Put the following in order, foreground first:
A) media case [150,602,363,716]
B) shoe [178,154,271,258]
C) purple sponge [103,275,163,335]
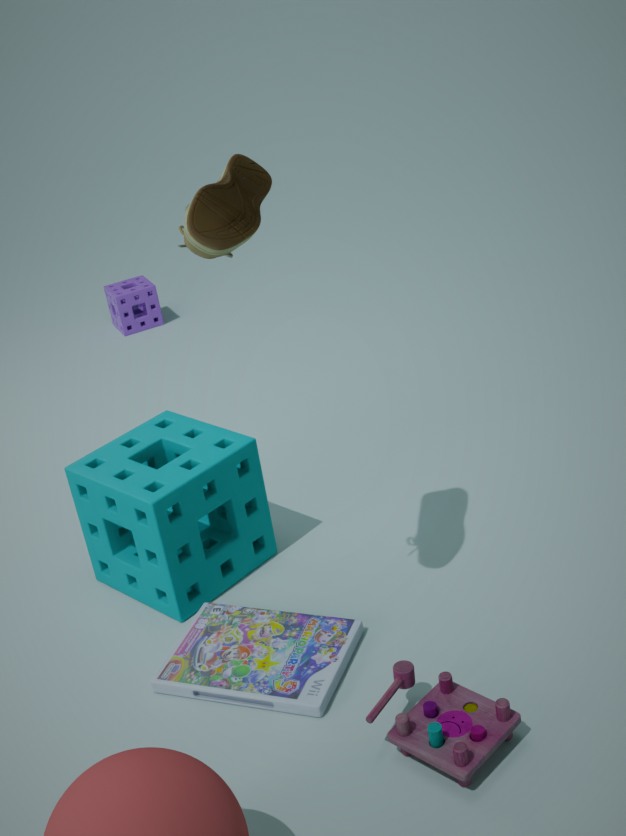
shoe [178,154,271,258]
media case [150,602,363,716]
purple sponge [103,275,163,335]
